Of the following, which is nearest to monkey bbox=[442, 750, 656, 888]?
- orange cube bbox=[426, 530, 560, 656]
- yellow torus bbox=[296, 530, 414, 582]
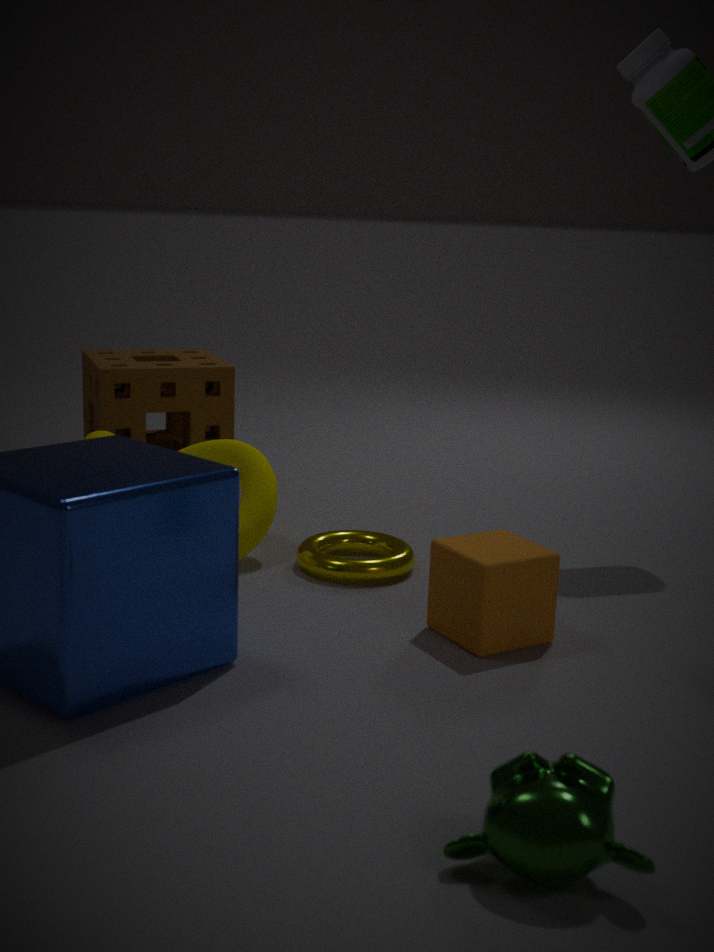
orange cube bbox=[426, 530, 560, 656]
